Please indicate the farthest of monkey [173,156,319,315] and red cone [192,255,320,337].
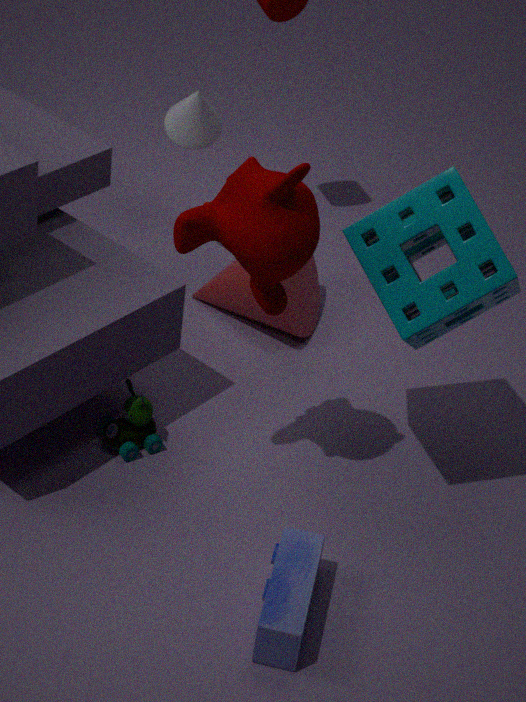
red cone [192,255,320,337]
